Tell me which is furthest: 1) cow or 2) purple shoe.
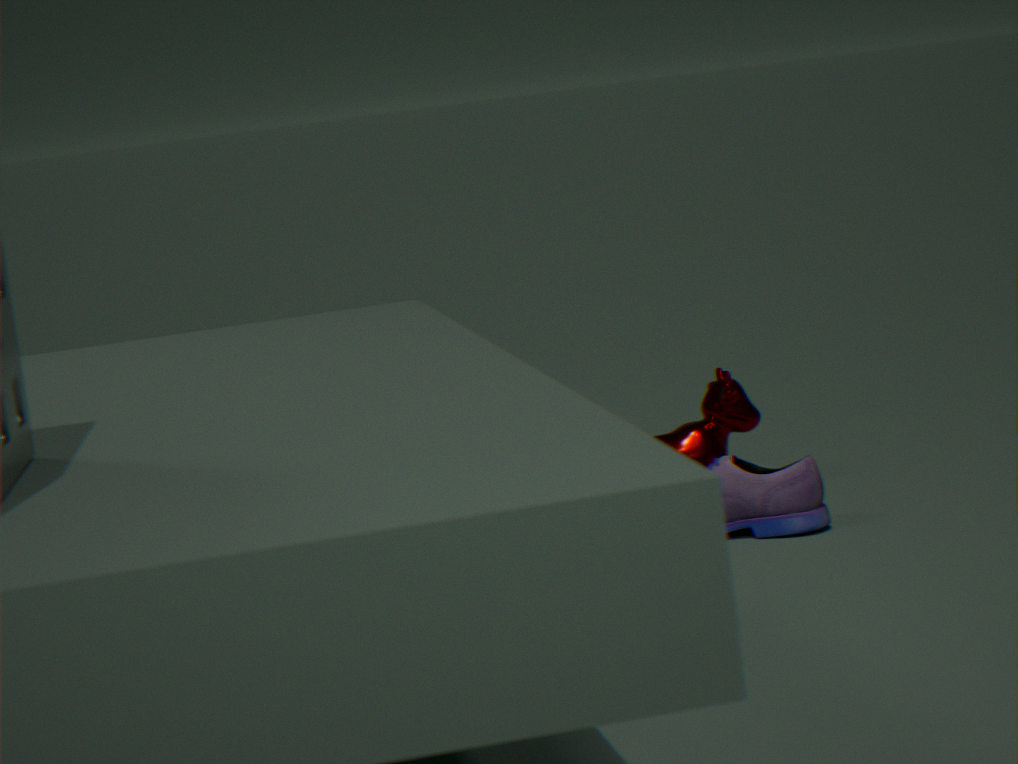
1. cow
